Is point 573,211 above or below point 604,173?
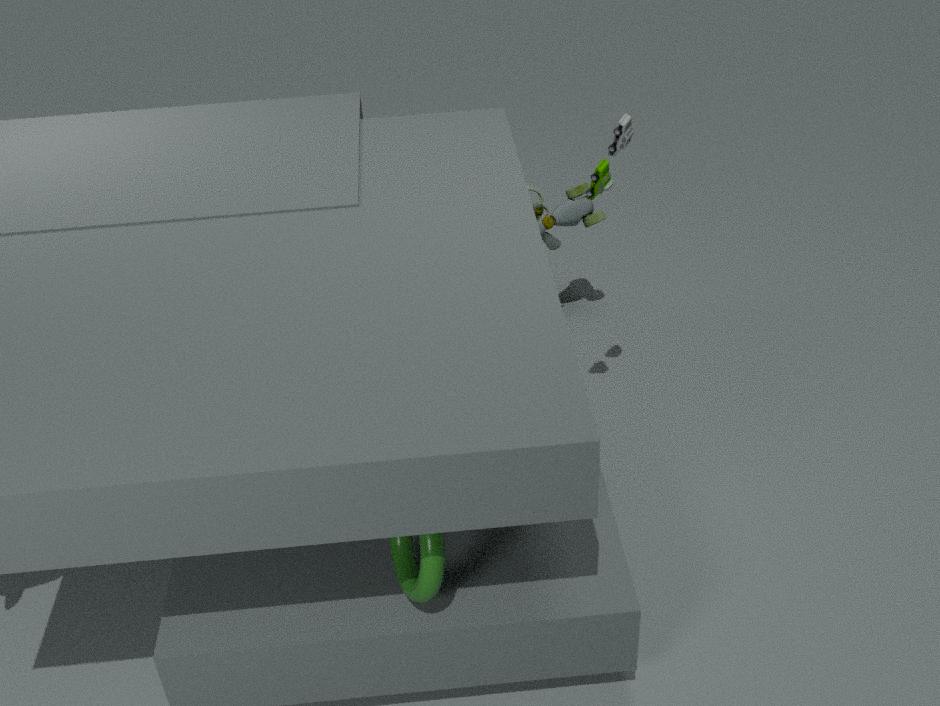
below
